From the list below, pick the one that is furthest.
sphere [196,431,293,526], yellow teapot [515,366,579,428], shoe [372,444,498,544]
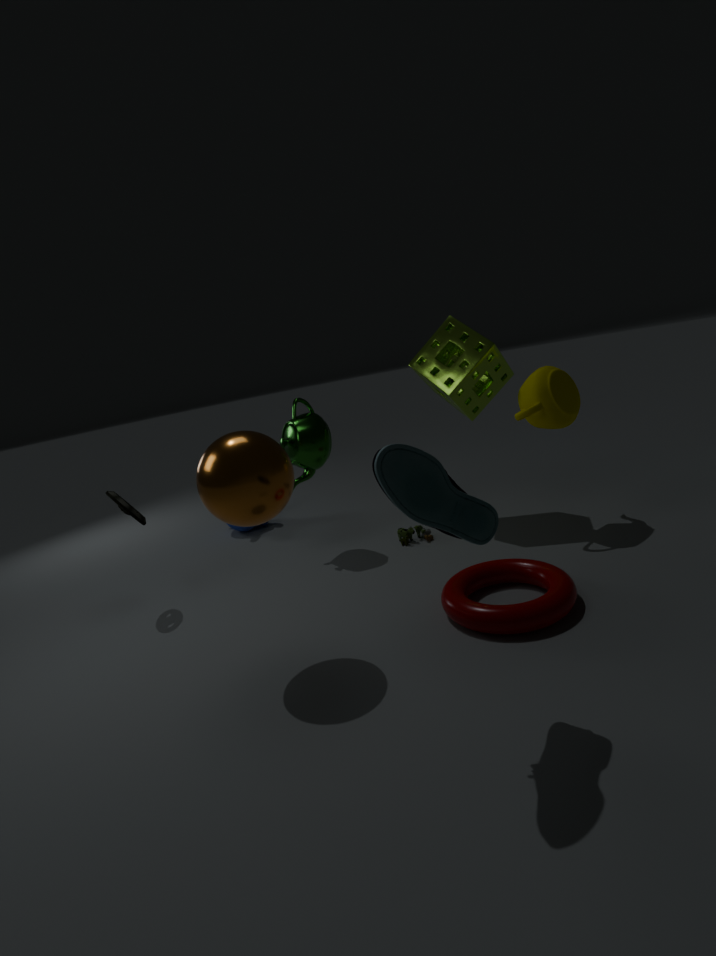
yellow teapot [515,366,579,428]
